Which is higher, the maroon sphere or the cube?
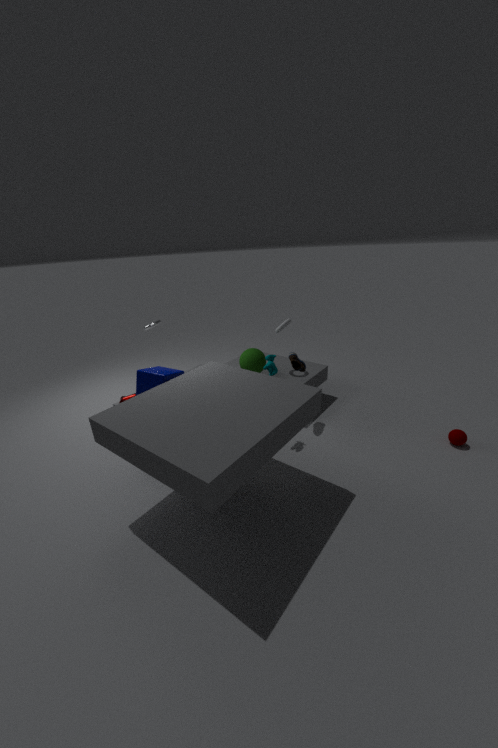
the cube
